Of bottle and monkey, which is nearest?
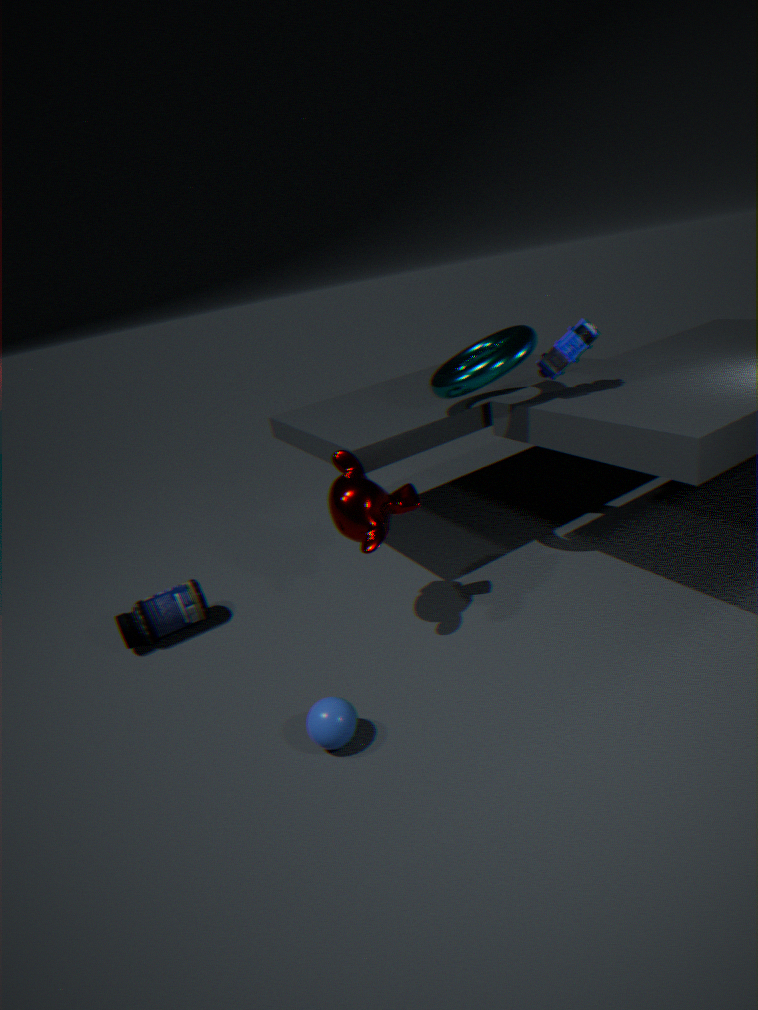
monkey
